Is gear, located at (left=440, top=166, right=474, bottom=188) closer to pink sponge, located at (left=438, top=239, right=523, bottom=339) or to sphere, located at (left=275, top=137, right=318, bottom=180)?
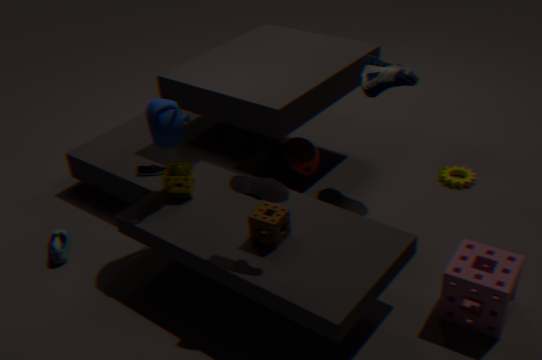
sphere, located at (left=275, top=137, right=318, bottom=180)
